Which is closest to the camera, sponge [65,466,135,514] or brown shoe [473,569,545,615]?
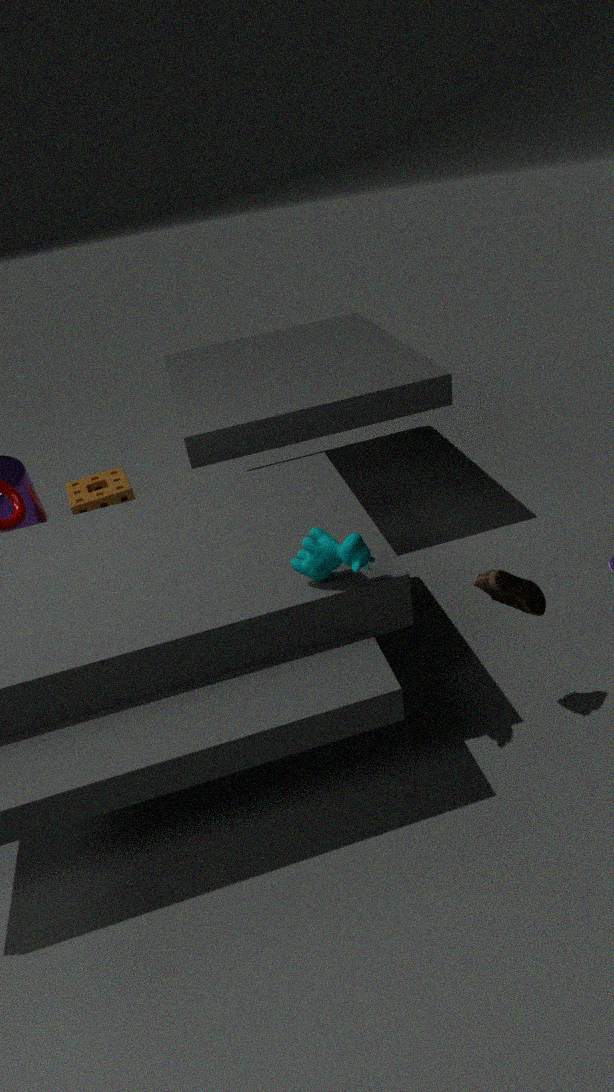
brown shoe [473,569,545,615]
